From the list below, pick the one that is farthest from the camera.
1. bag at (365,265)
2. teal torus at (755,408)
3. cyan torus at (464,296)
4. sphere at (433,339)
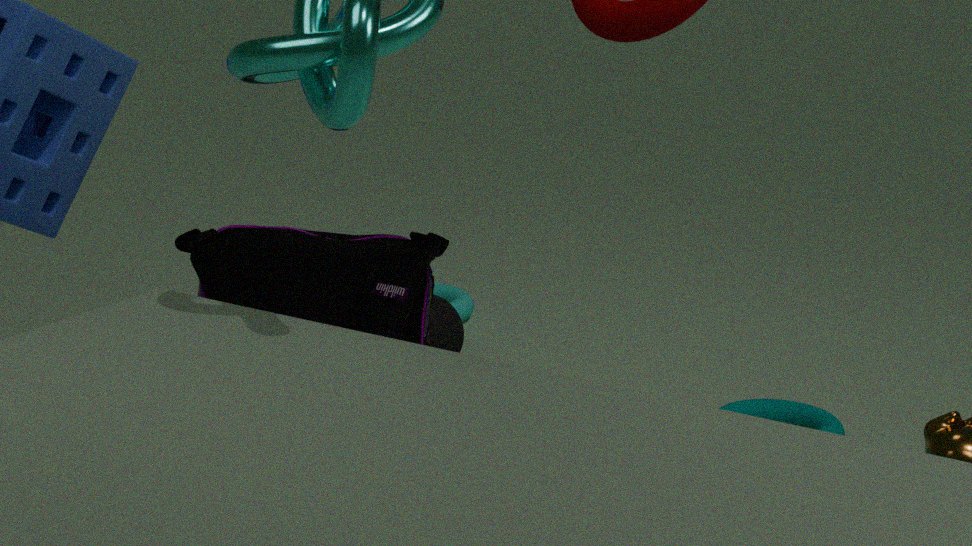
cyan torus at (464,296)
